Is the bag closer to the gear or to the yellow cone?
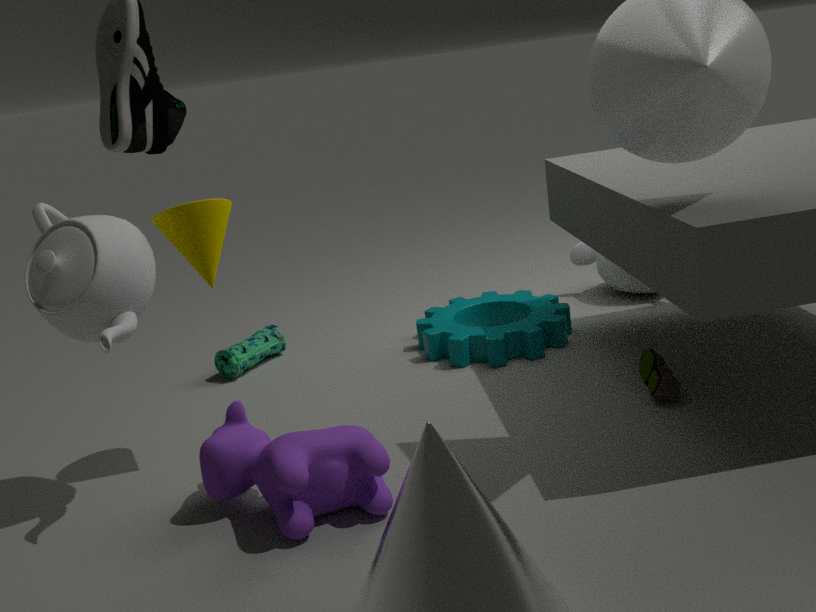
the gear
